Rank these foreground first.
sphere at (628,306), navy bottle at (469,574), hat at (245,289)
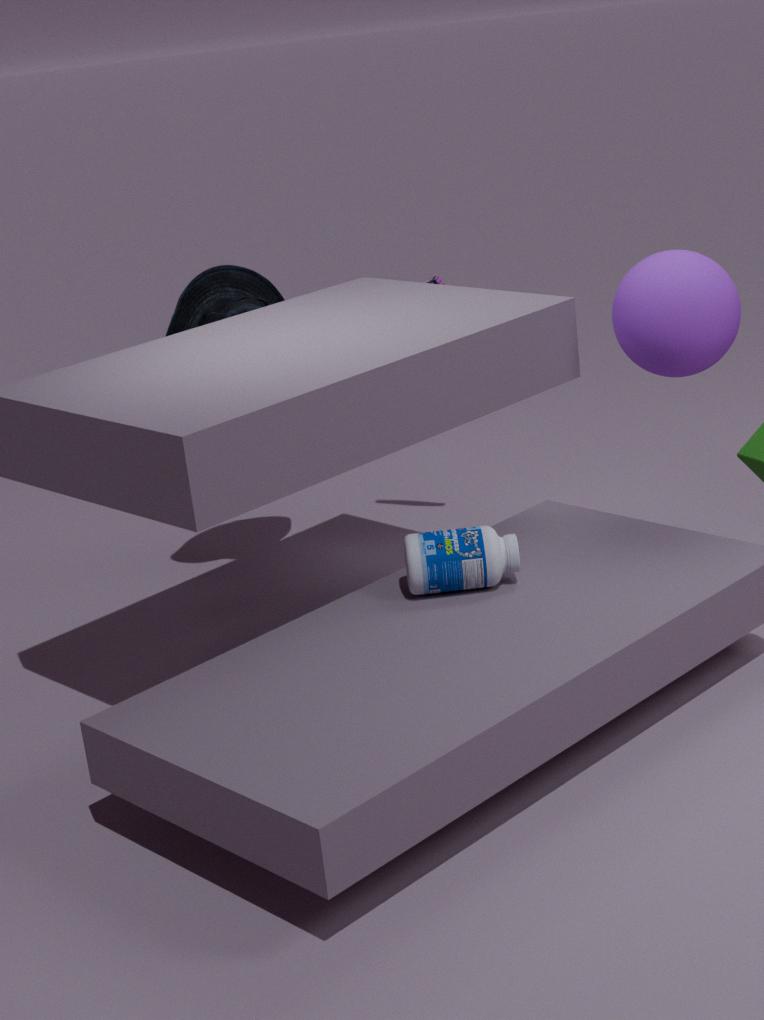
navy bottle at (469,574)
sphere at (628,306)
hat at (245,289)
